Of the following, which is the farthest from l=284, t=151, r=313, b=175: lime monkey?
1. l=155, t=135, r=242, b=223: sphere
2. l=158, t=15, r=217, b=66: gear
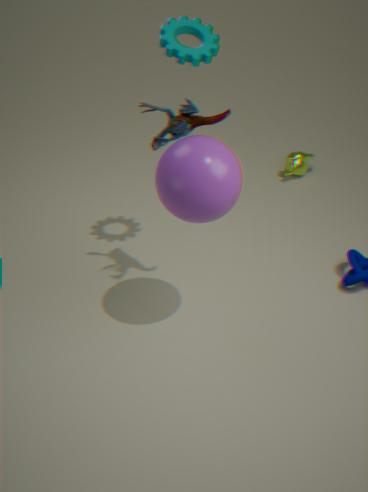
l=155, t=135, r=242, b=223: sphere
